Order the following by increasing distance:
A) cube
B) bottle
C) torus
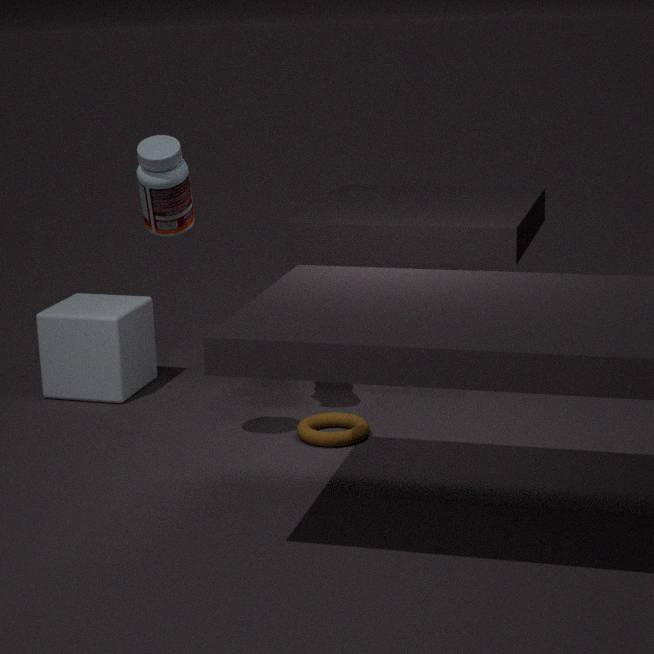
bottle → torus → cube
